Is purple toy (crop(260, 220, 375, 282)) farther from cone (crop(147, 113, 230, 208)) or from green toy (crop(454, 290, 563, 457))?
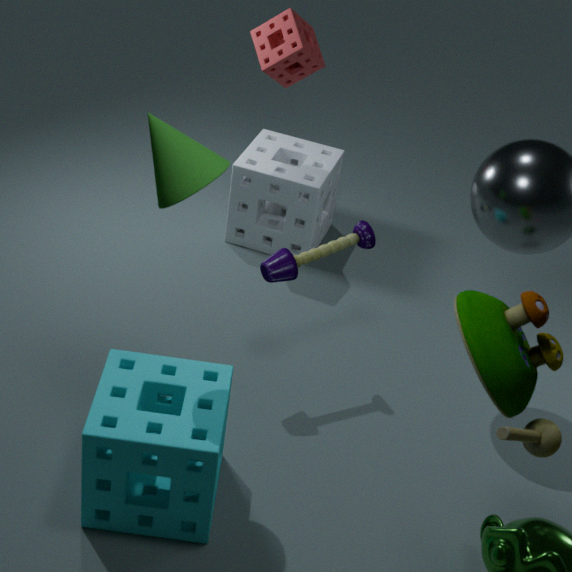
green toy (crop(454, 290, 563, 457))
